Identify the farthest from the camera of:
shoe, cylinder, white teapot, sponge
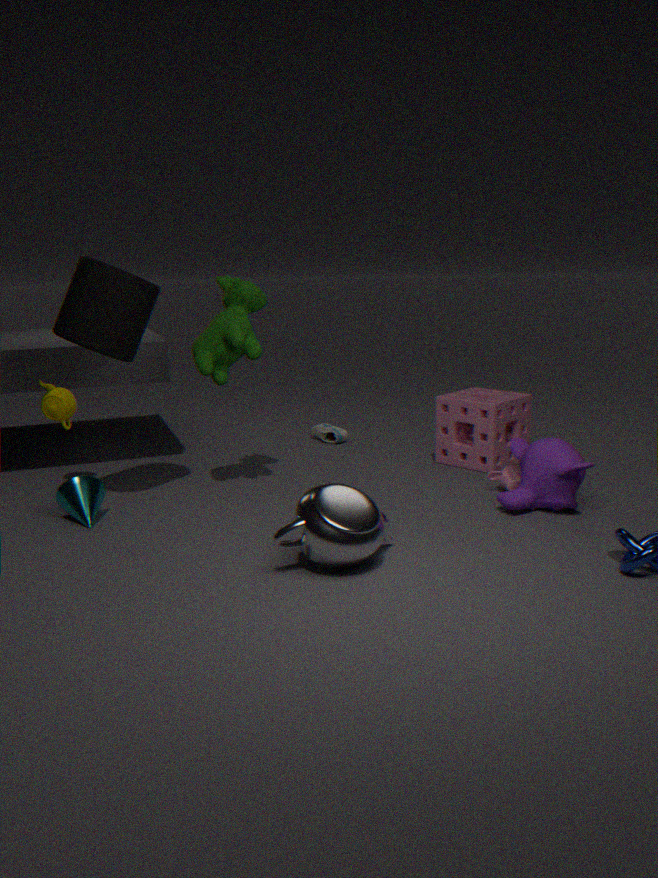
shoe
